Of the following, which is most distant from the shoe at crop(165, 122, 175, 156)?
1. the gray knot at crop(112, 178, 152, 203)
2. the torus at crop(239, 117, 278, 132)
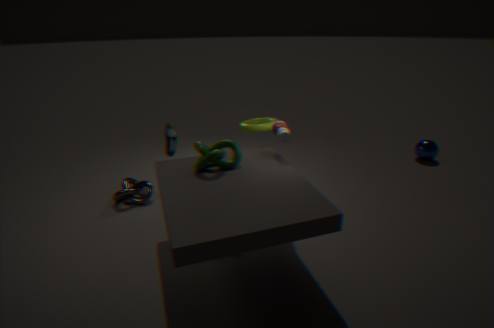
the torus at crop(239, 117, 278, 132)
